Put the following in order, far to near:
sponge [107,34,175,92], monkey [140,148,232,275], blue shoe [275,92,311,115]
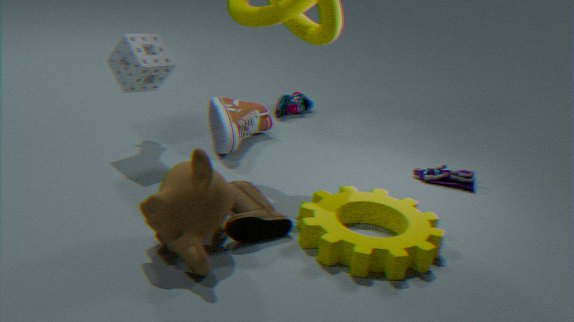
blue shoe [275,92,311,115] < sponge [107,34,175,92] < monkey [140,148,232,275]
